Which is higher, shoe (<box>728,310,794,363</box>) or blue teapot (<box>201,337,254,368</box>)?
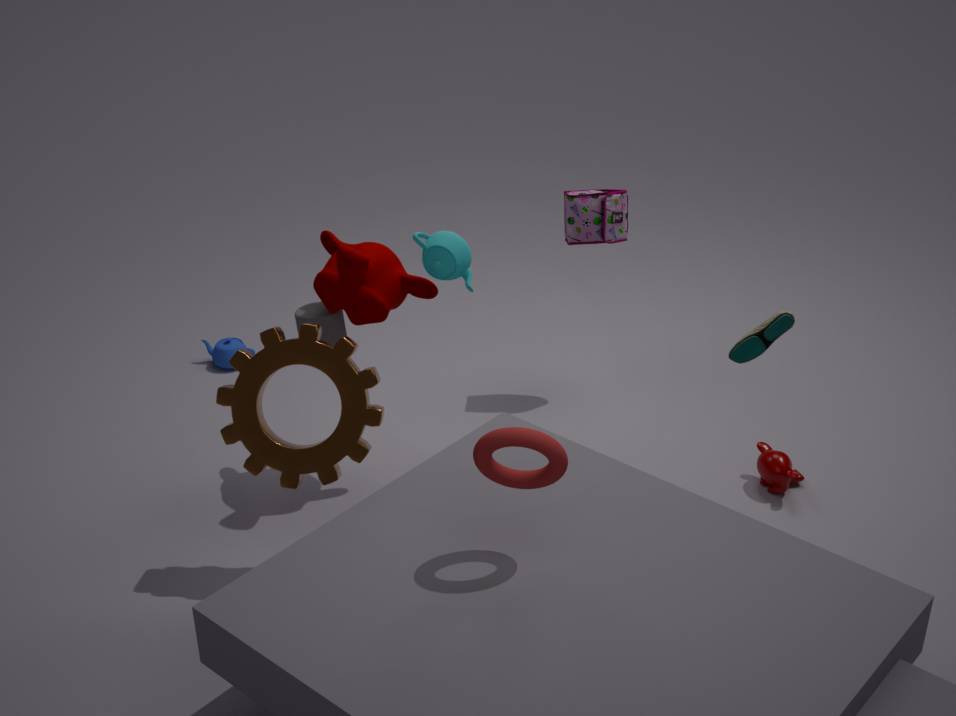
shoe (<box>728,310,794,363</box>)
